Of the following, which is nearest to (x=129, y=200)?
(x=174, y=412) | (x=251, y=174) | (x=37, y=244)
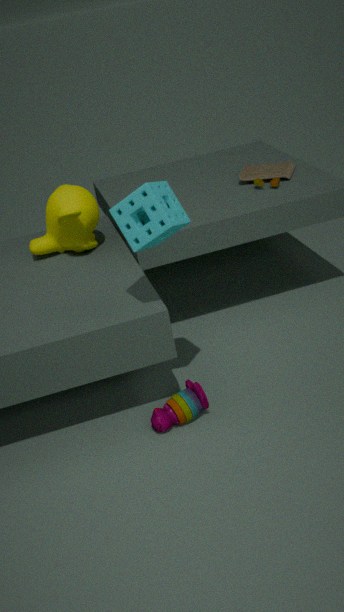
(x=174, y=412)
